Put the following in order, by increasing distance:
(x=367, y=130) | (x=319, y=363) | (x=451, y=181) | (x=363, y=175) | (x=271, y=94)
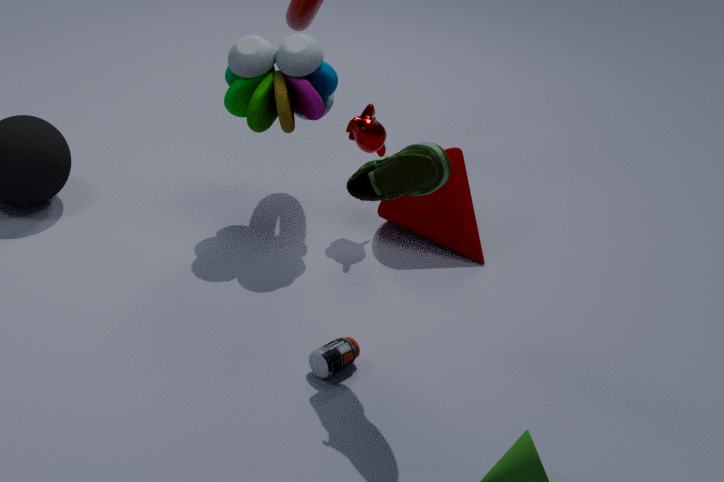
(x=363, y=175) < (x=319, y=363) < (x=271, y=94) < (x=367, y=130) < (x=451, y=181)
